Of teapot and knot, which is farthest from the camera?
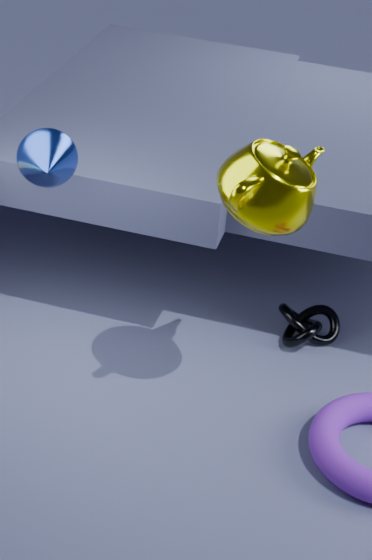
knot
